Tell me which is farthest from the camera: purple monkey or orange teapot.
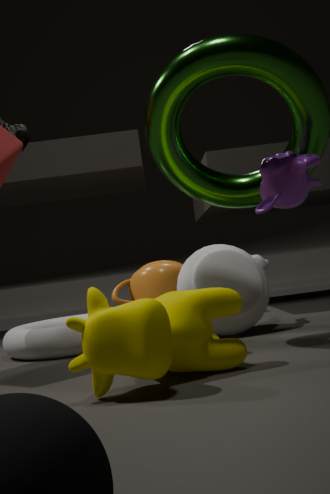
orange teapot
